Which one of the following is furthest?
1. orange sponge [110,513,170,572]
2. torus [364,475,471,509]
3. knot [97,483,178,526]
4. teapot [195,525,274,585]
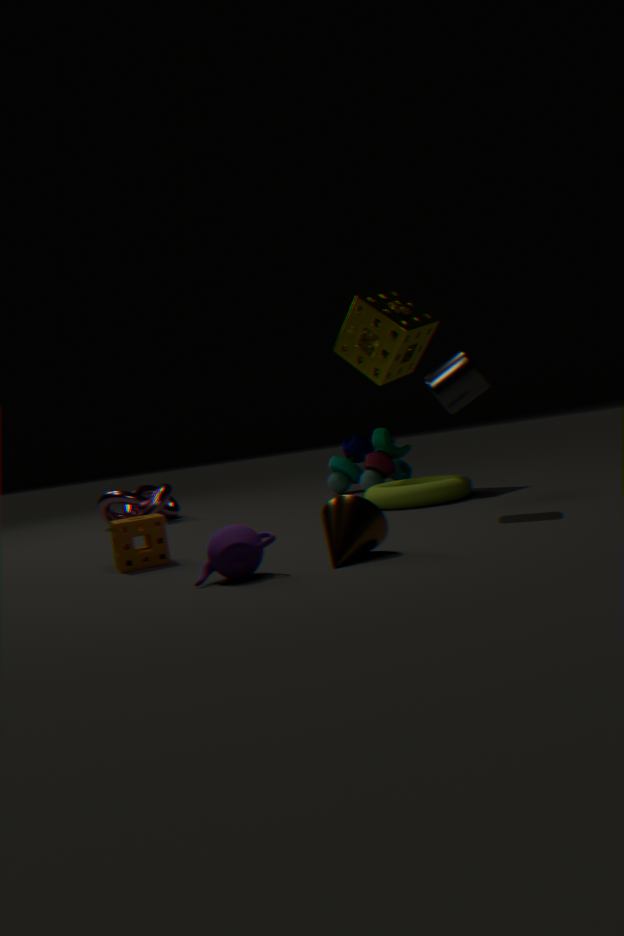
knot [97,483,178,526]
